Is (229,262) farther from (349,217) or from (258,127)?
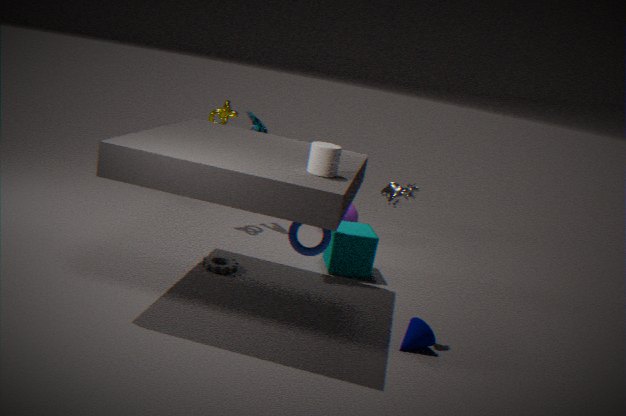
(349,217)
